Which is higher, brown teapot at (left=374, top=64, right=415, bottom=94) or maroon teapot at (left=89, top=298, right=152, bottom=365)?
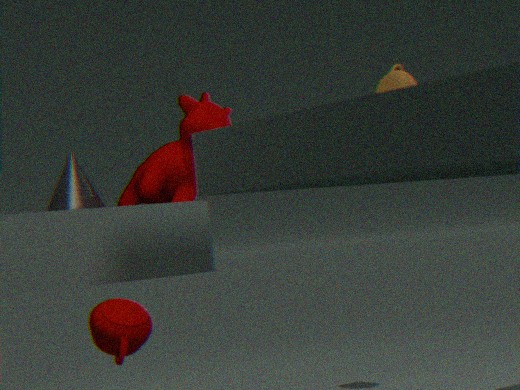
brown teapot at (left=374, top=64, right=415, bottom=94)
